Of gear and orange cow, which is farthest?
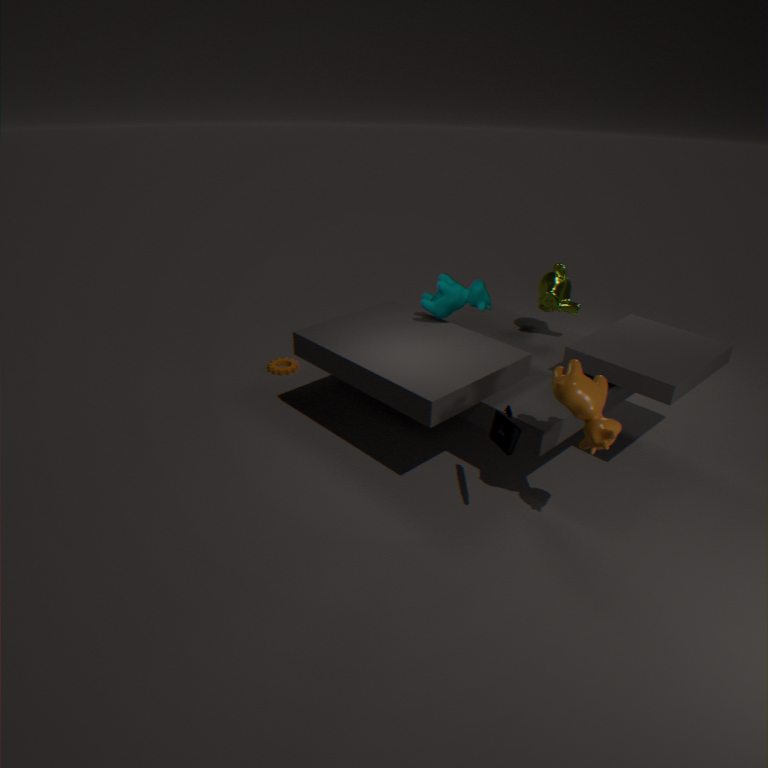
gear
